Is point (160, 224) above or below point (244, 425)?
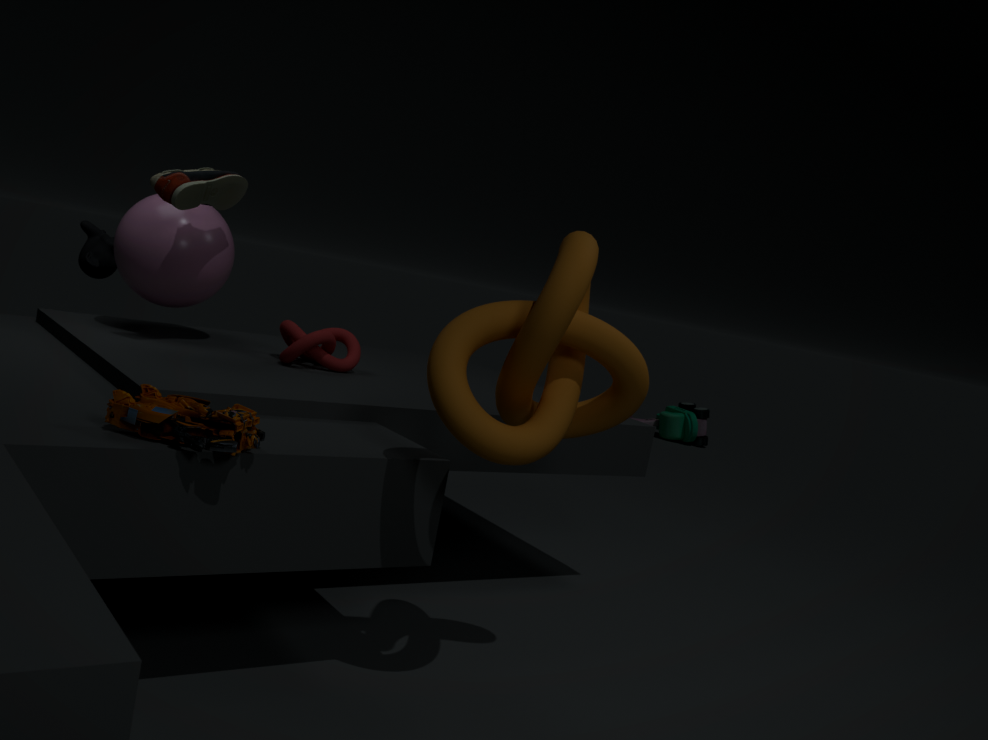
above
